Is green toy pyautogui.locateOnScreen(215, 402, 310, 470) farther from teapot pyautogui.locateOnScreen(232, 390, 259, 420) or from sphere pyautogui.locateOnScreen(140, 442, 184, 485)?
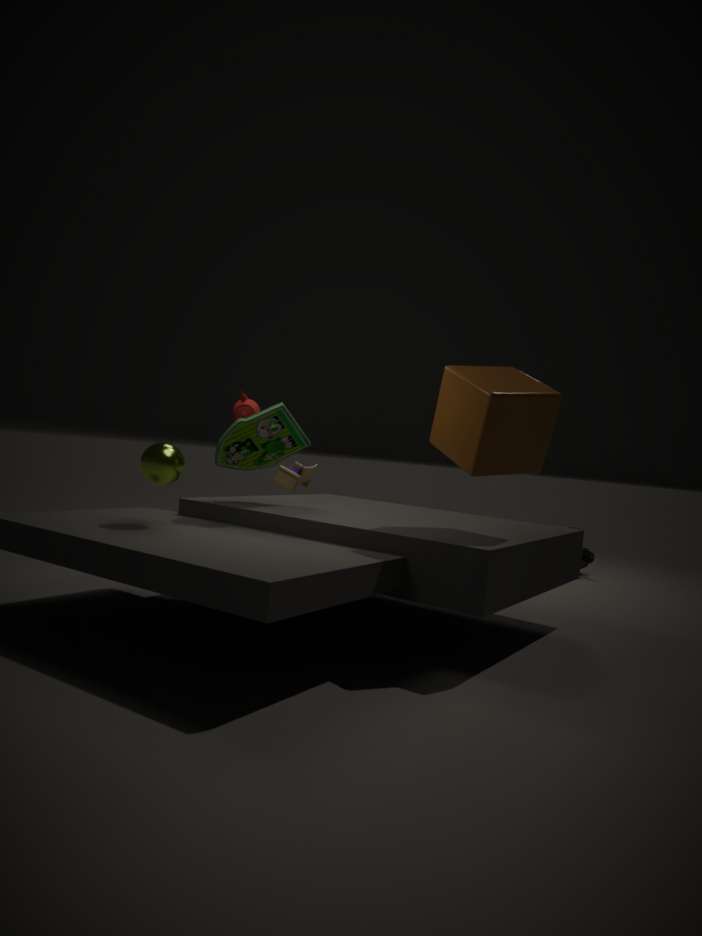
teapot pyautogui.locateOnScreen(232, 390, 259, 420)
